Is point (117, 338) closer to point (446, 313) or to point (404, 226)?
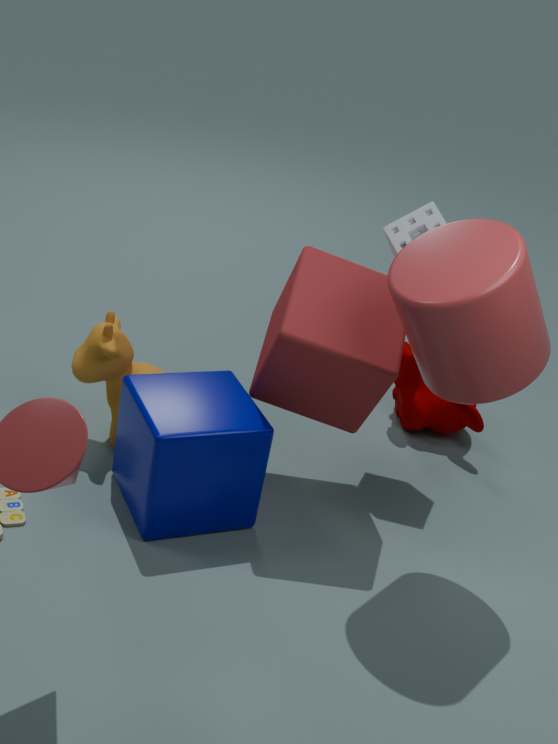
point (404, 226)
